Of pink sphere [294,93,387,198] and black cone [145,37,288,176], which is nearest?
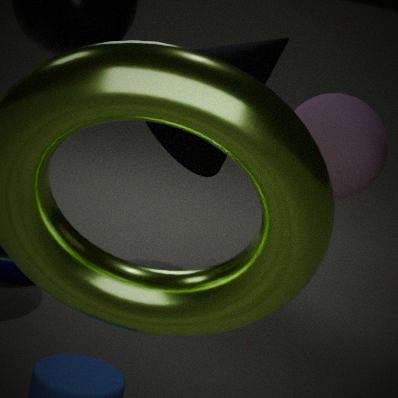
pink sphere [294,93,387,198]
